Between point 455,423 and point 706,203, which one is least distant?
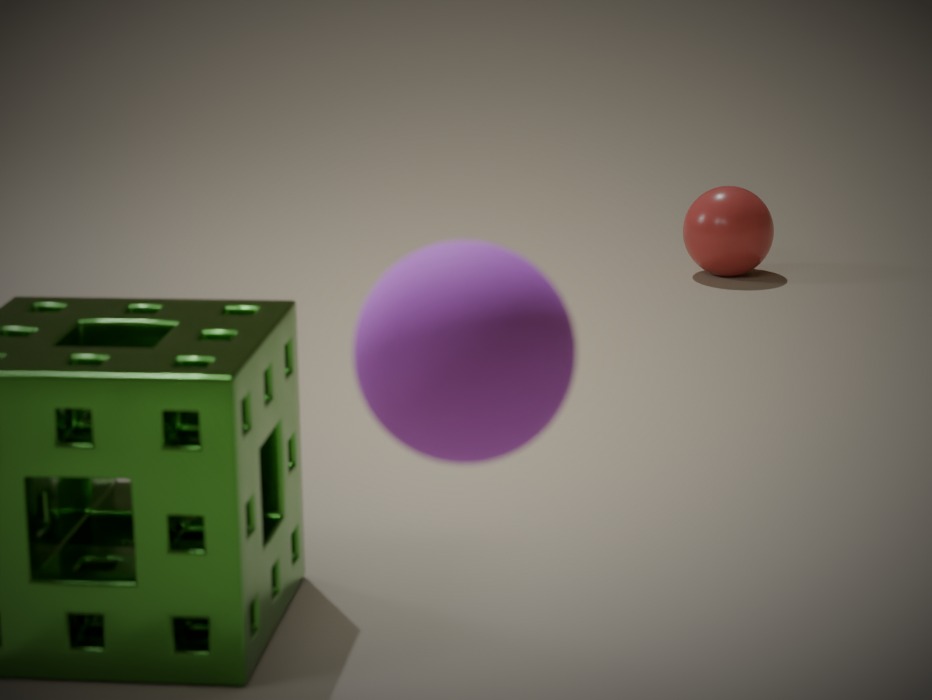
point 455,423
